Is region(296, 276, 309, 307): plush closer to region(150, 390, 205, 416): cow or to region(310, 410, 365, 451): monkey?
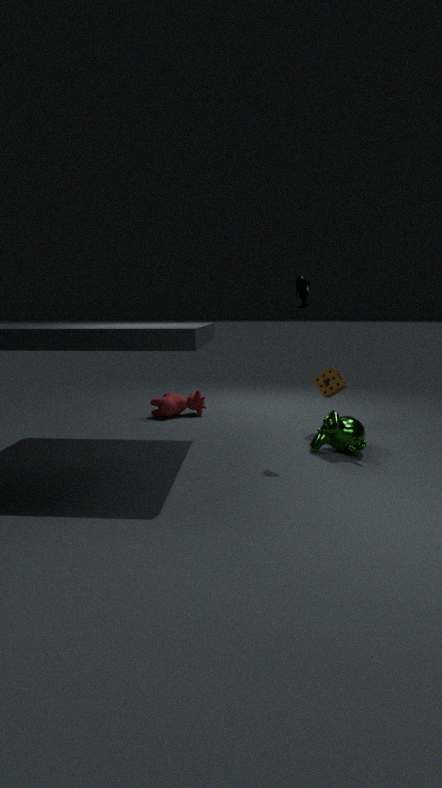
region(310, 410, 365, 451): monkey
